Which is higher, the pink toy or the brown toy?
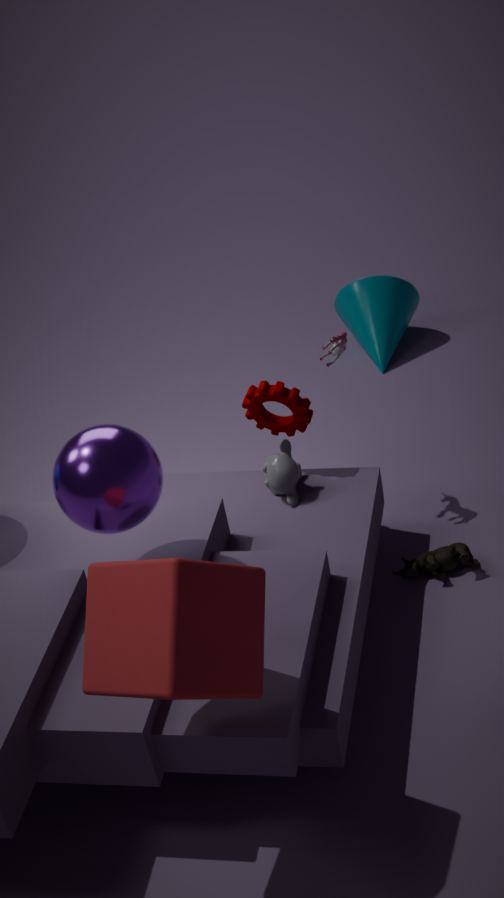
the pink toy
